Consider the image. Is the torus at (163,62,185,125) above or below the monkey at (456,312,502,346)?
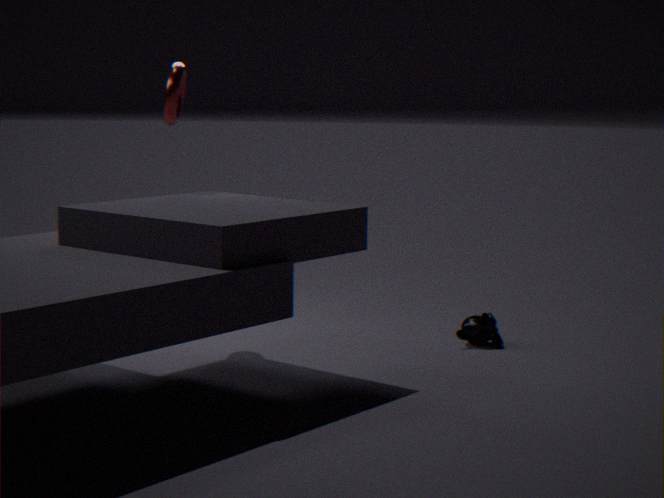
above
